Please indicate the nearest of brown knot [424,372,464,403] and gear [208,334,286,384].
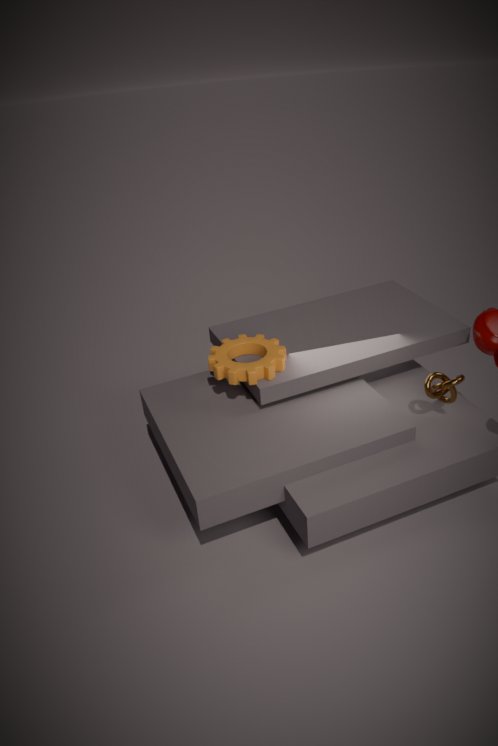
brown knot [424,372,464,403]
